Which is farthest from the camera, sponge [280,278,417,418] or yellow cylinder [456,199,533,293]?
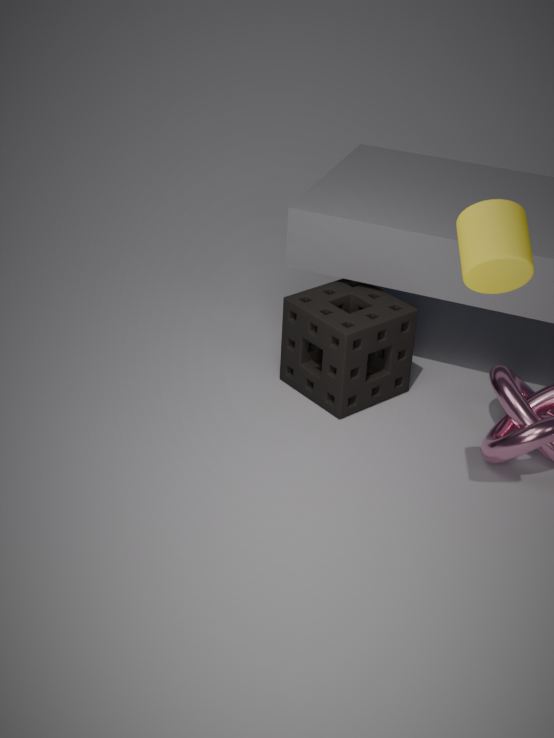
sponge [280,278,417,418]
